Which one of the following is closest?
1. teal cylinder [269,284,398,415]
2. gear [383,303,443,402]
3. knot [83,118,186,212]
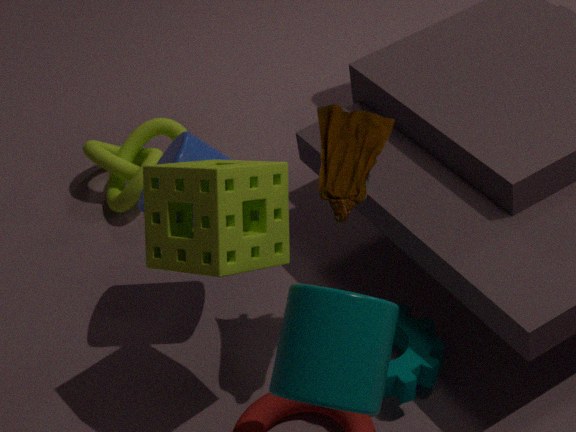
teal cylinder [269,284,398,415]
